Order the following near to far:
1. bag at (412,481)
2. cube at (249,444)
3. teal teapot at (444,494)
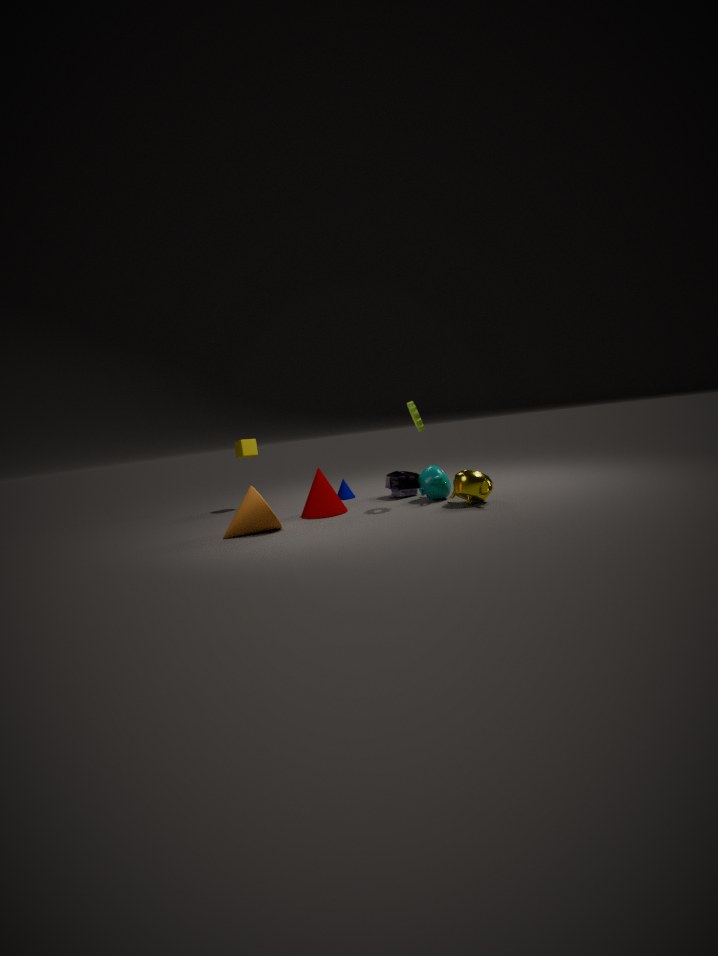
teal teapot at (444,494) → bag at (412,481) → cube at (249,444)
